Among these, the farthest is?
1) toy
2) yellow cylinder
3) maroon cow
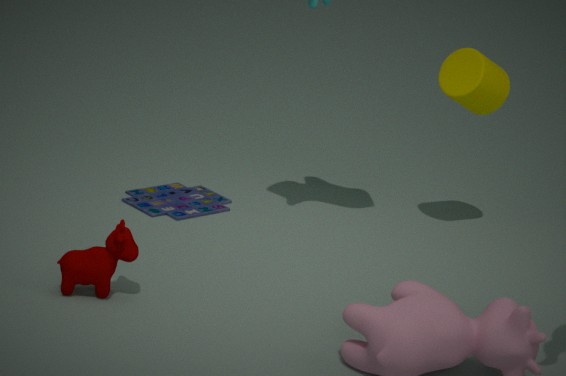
1. toy
